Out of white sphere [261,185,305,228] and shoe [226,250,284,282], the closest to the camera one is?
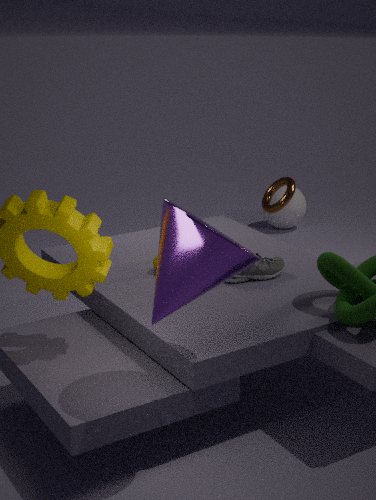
shoe [226,250,284,282]
